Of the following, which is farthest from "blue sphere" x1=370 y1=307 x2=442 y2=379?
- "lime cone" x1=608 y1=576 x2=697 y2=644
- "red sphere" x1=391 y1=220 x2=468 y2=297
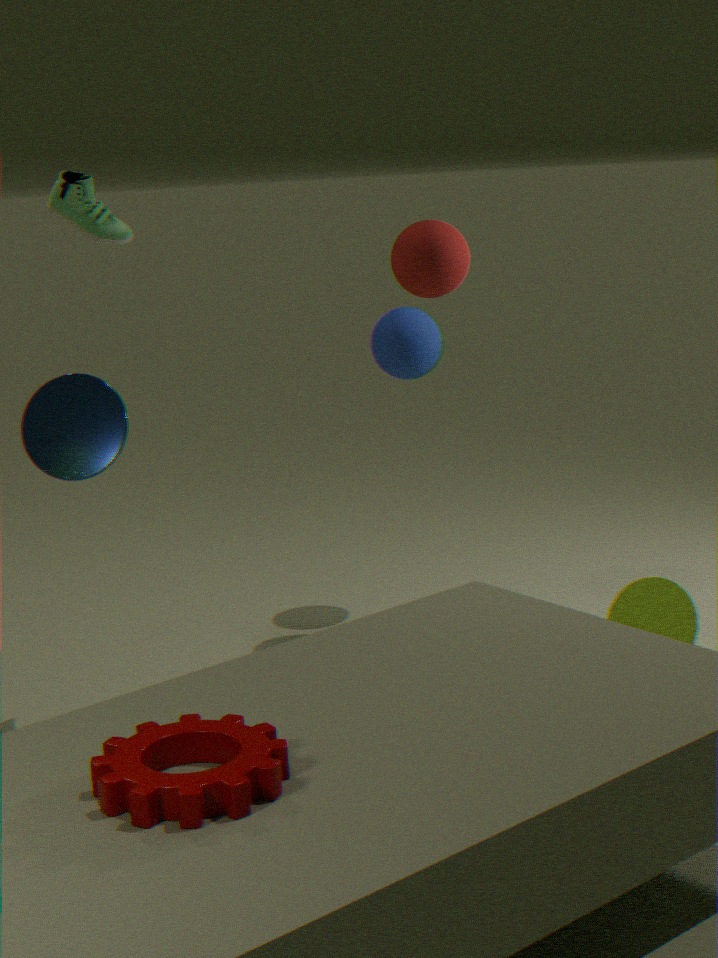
"lime cone" x1=608 y1=576 x2=697 y2=644
